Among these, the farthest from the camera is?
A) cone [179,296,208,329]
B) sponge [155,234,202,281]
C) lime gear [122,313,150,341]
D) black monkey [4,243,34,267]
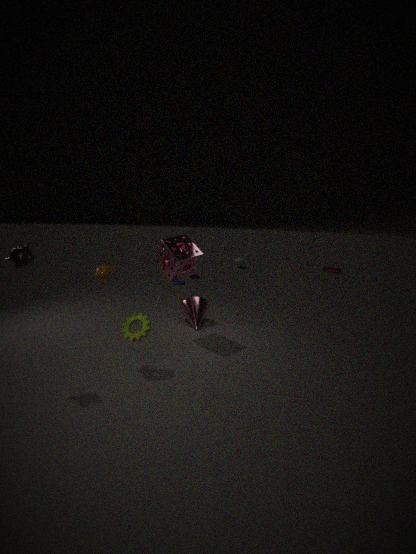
cone [179,296,208,329]
